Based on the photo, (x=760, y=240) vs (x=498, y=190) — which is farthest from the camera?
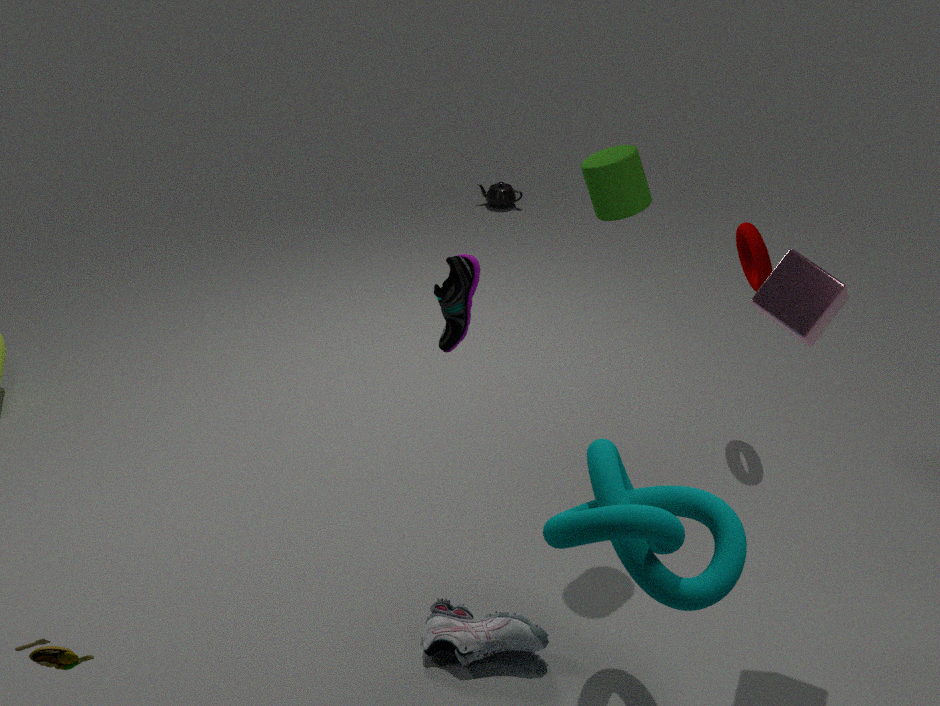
(x=498, y=190)
